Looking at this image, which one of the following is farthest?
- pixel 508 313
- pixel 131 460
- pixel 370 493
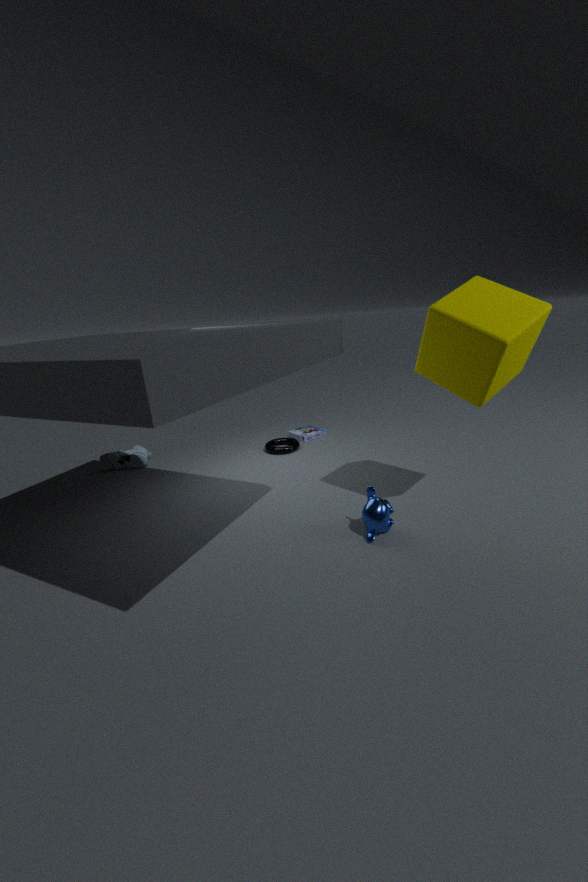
pixel 131 460
